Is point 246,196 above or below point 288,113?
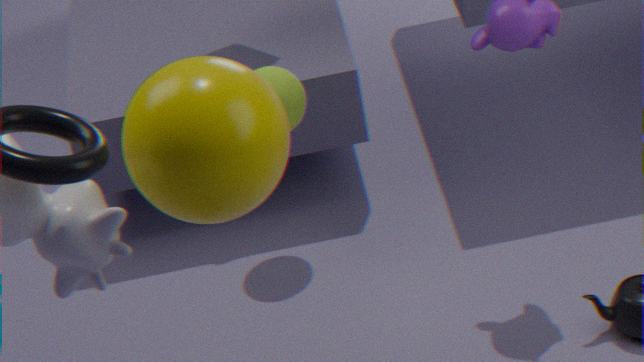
above
